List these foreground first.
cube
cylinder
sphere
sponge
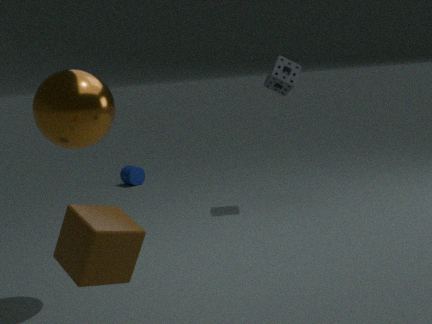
1. cube
2. sphere
3. sponge
4. cylinder
